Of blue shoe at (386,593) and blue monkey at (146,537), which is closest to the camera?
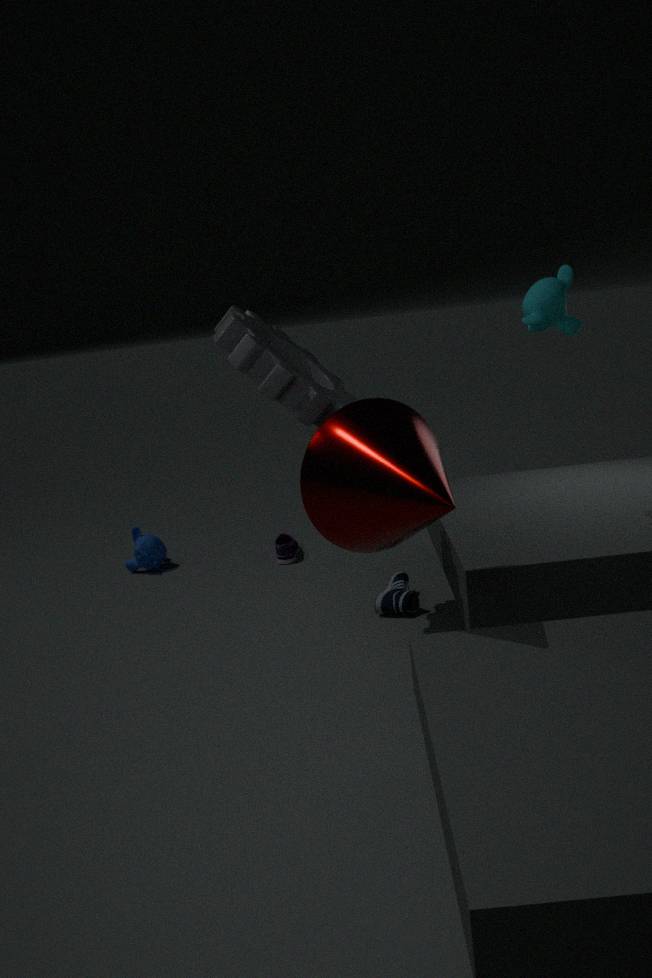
blue shoe at (386,593)
